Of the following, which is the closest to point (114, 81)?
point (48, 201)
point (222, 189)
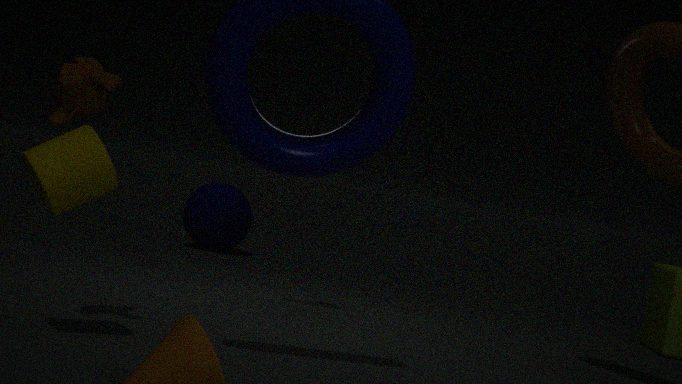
point (48, 201)
